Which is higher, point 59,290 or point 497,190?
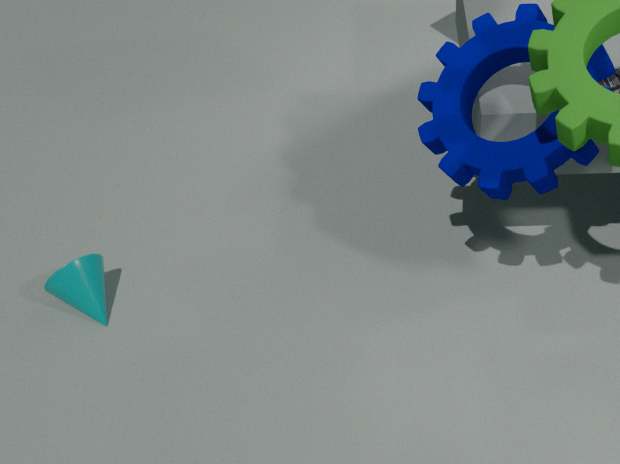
point 497,190
